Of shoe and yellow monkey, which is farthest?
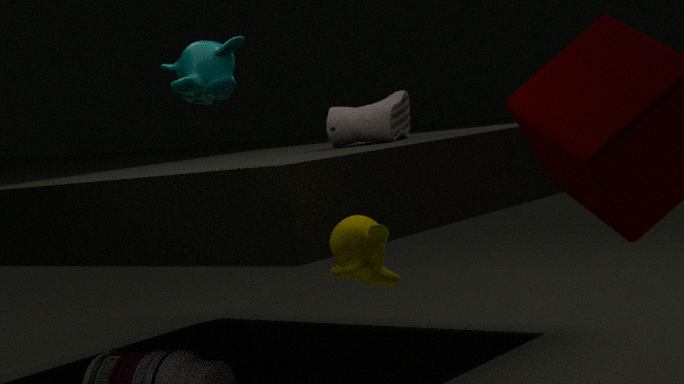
shoe
